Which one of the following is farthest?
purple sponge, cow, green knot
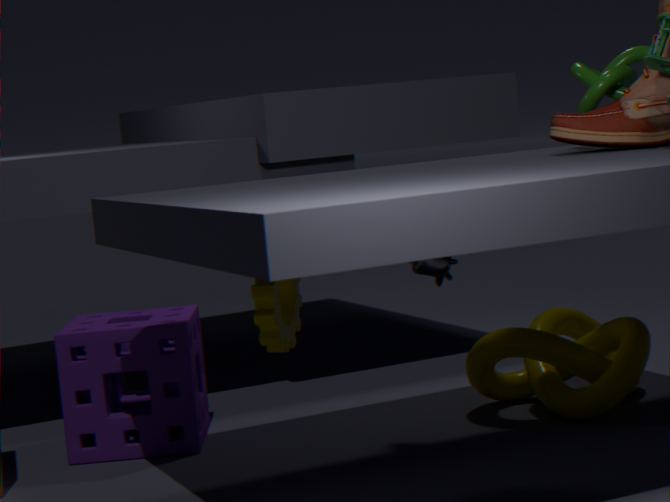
purple sponge
